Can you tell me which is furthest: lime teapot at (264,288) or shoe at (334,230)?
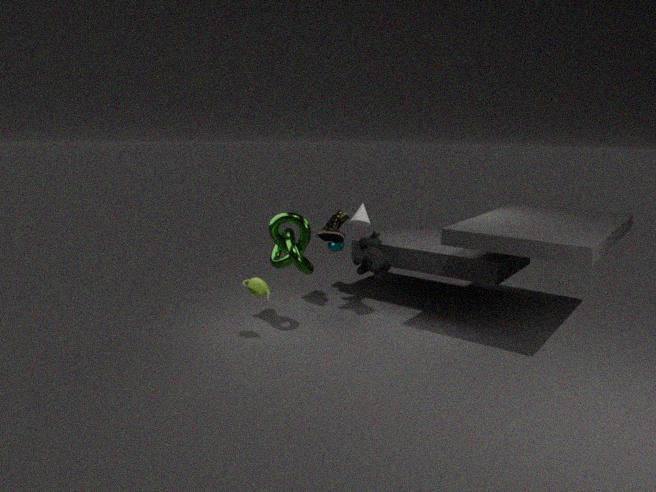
shoe at (334,230)
